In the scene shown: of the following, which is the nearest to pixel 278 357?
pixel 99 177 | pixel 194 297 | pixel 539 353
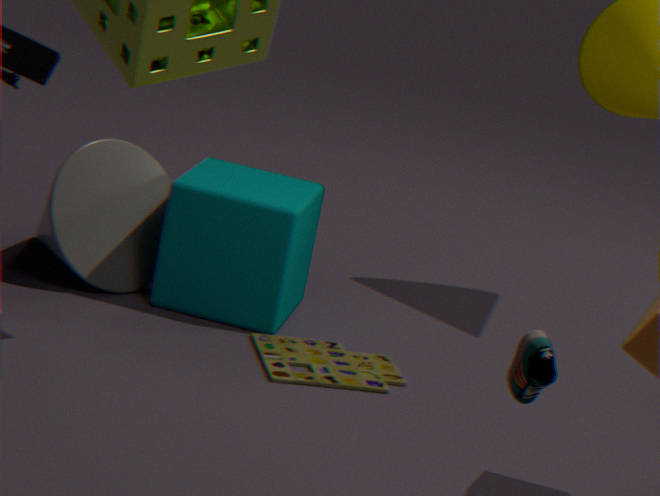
pixel 194 297
